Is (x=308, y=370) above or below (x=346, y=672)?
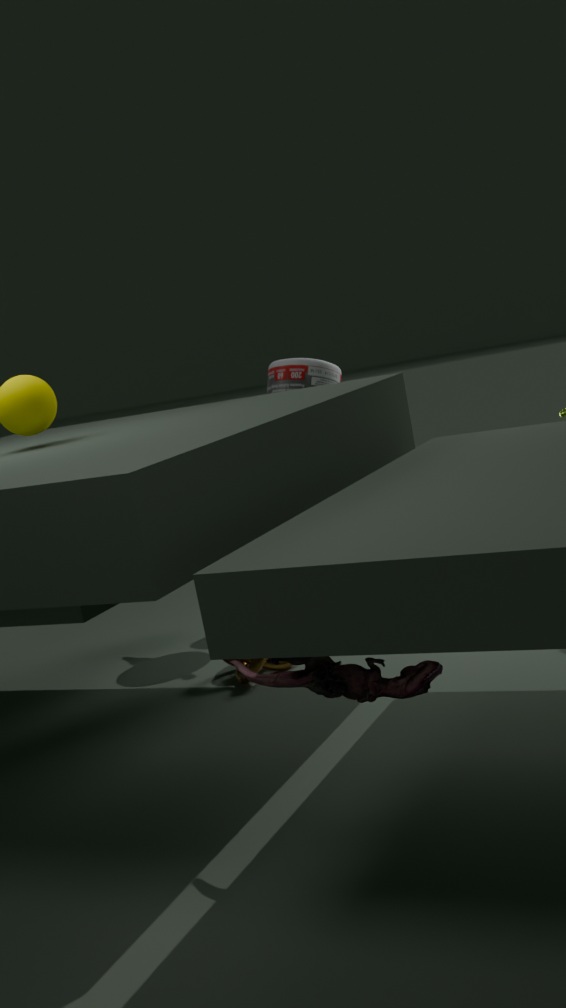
above
